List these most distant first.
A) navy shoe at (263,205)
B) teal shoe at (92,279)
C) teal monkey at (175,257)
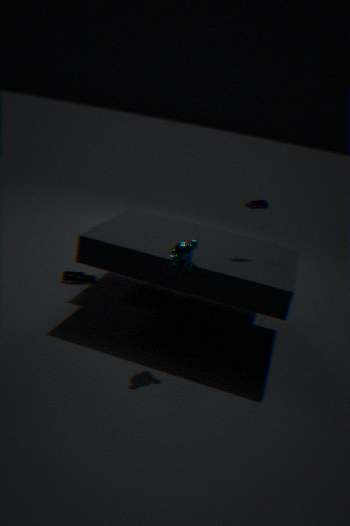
1. teal shoe at (92,279)
2. navy shoe at (263,205)
3. teal monkey at (175,257)
